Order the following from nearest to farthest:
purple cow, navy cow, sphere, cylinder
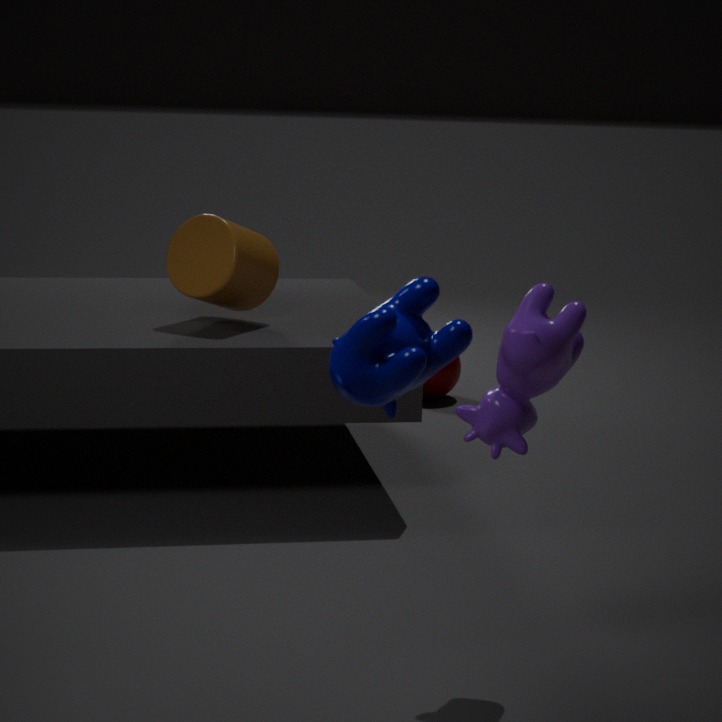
navy cow → purple cow → cylinder → sphere
